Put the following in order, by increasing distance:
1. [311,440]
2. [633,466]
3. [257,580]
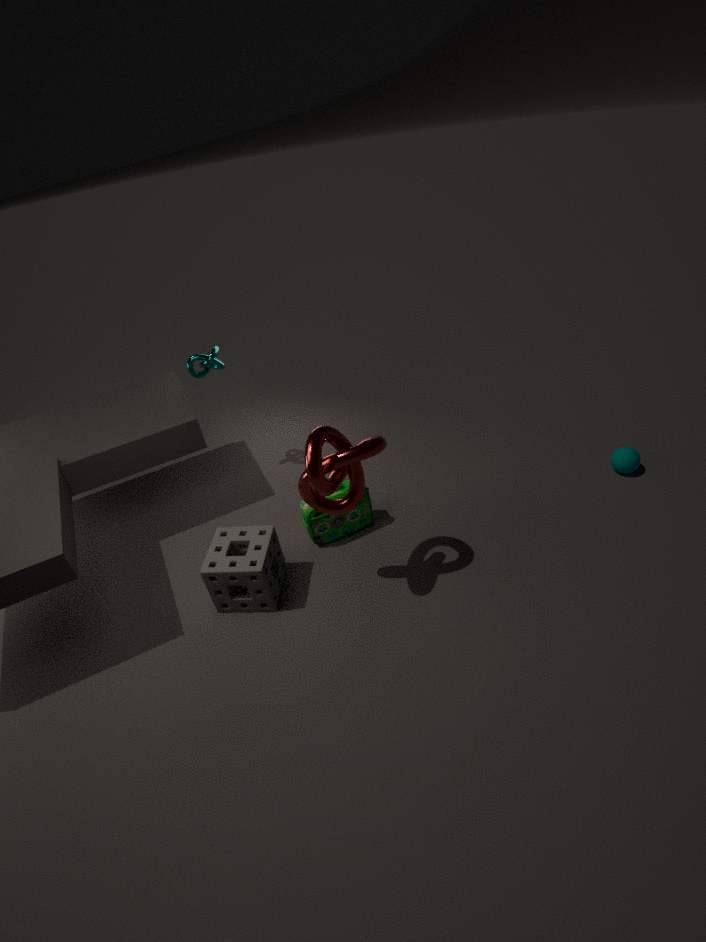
[311,440] < [257,580] < [633,466]
